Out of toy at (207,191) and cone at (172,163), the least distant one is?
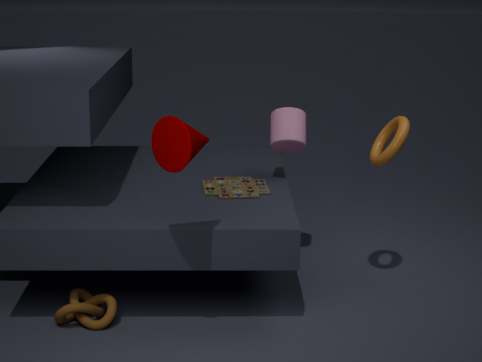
cone at (172,163)
